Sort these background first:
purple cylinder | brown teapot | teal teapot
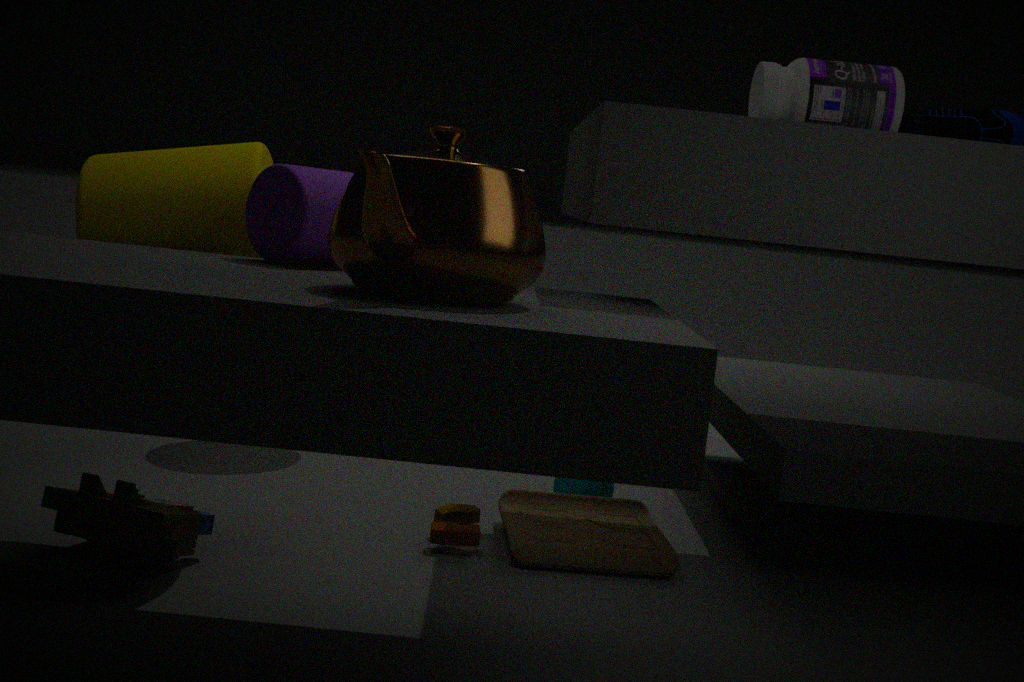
teal teapot < purple cylinder < brown teapot
